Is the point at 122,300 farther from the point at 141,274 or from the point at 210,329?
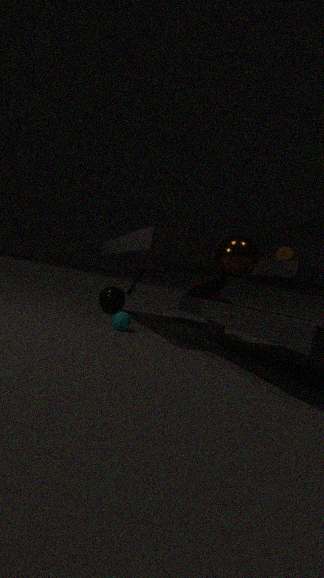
the point at 210,329
